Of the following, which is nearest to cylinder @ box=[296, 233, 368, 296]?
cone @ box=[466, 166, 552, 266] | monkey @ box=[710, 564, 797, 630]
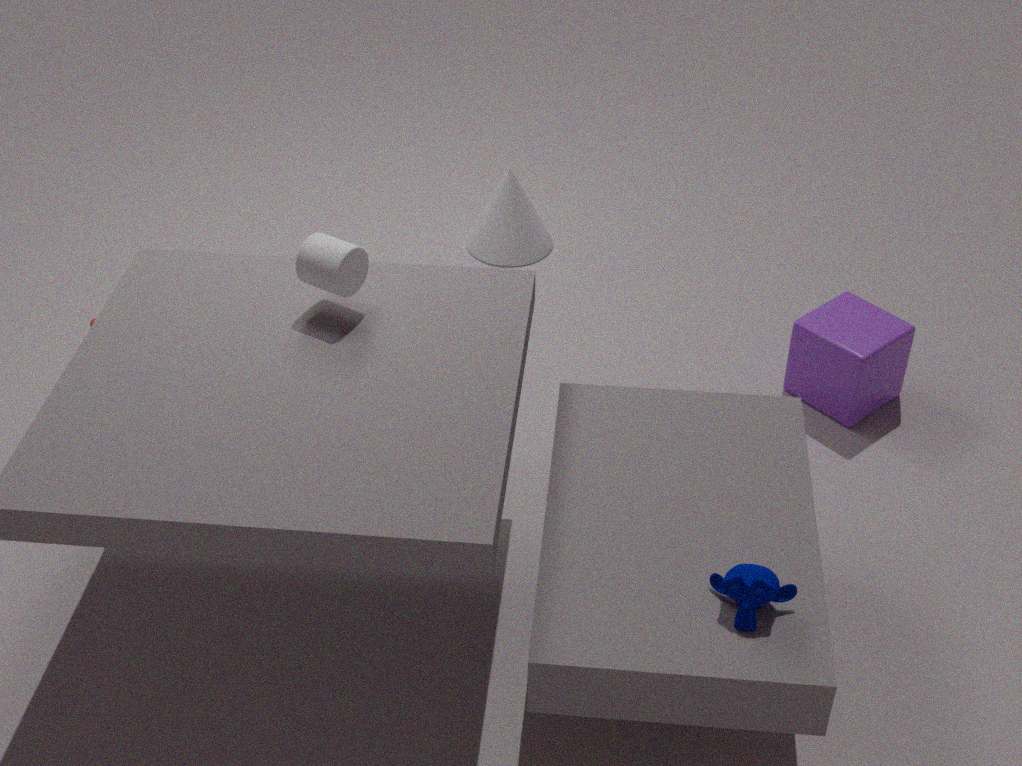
monkey @ box=[710, 564, 797, 630]
